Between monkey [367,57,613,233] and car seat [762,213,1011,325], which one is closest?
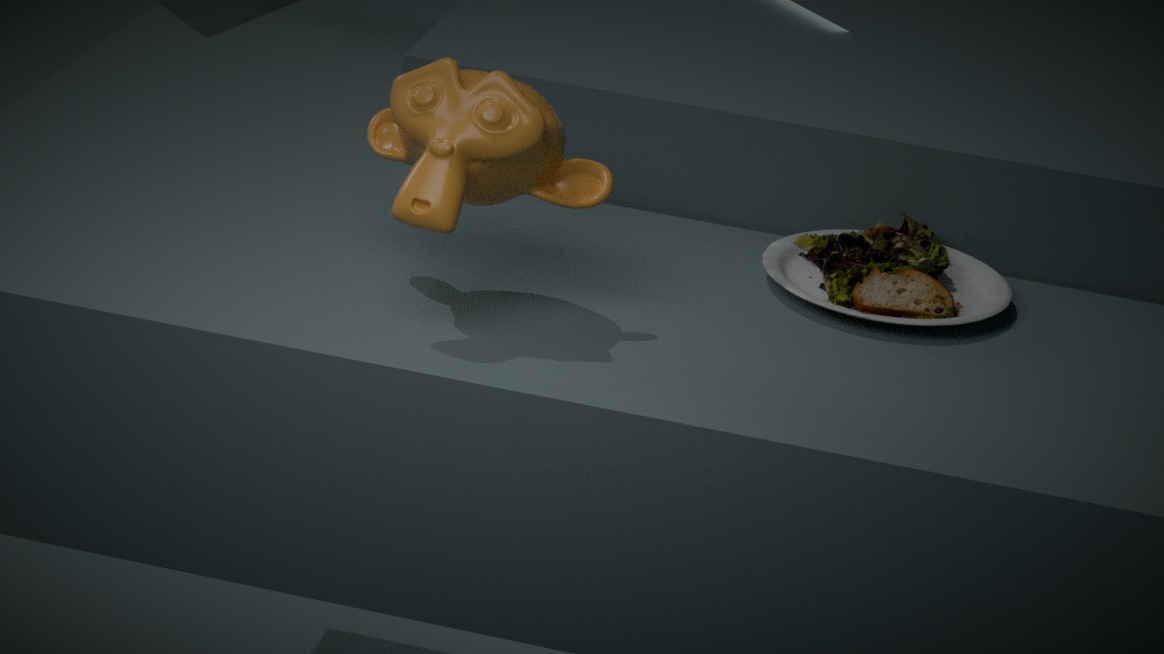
monkey [367,57,613,233]
